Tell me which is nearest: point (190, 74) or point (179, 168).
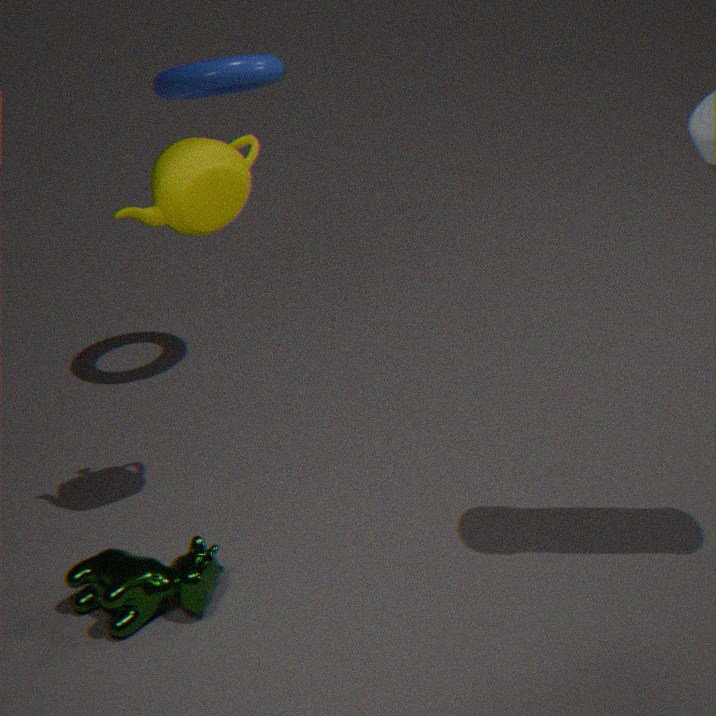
point (179, 168)
